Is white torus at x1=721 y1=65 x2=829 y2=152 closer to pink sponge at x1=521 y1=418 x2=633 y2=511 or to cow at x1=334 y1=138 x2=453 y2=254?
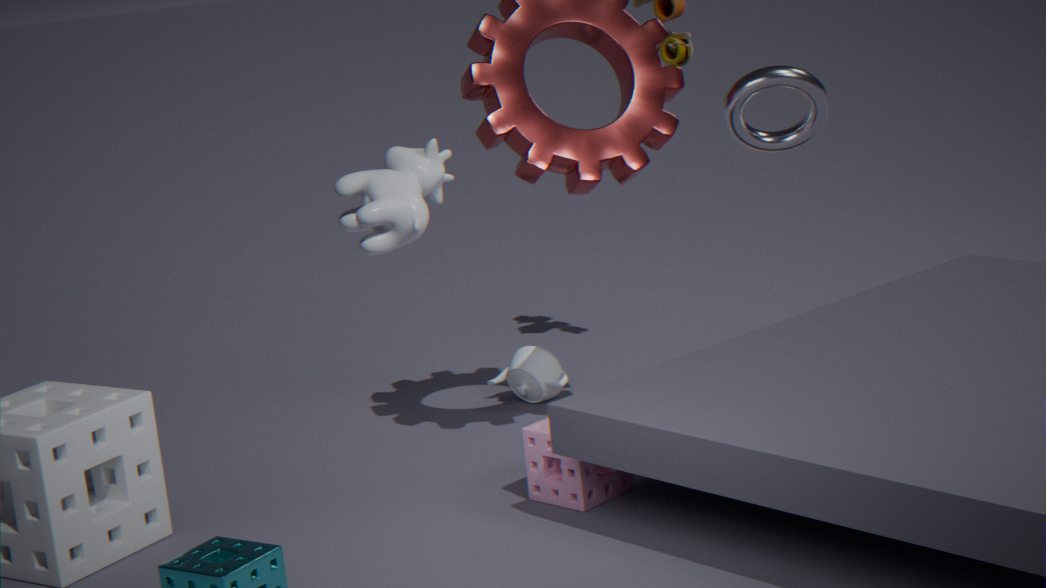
pink sponge at x1=521 y1=418 x2=633 y2=511
